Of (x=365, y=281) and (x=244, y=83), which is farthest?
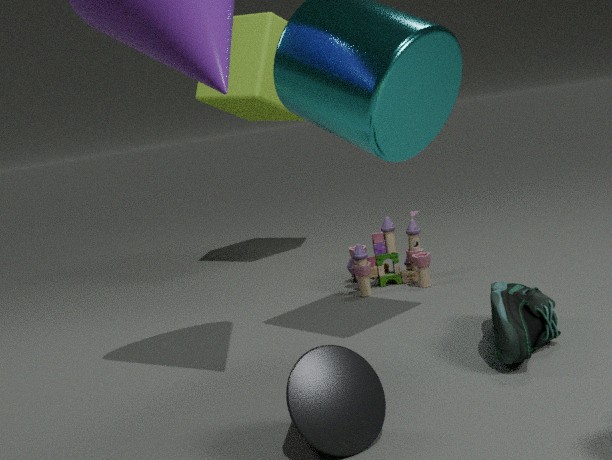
(x=244, y=83)
